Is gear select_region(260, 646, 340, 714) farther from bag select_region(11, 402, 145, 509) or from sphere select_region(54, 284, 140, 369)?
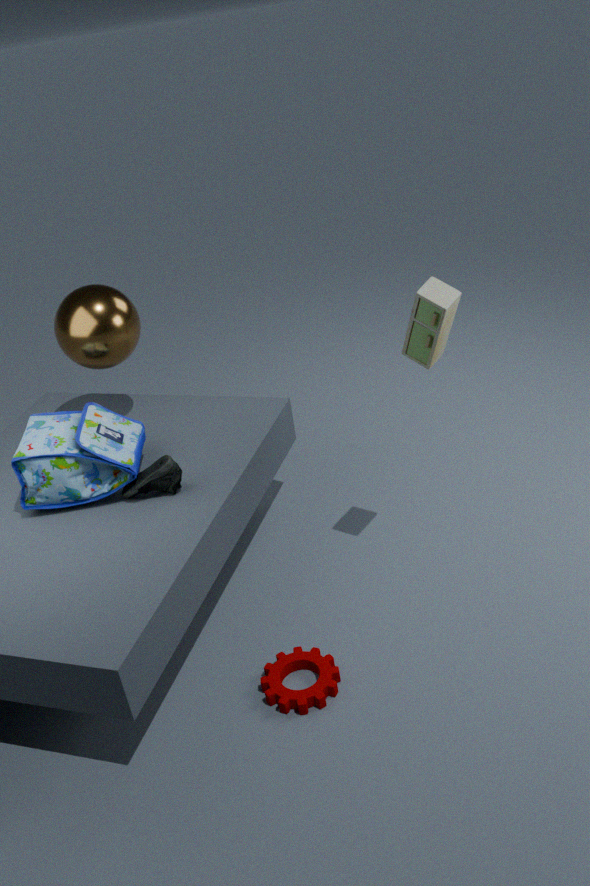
sphere select_region(54, 284, 140, 369)
